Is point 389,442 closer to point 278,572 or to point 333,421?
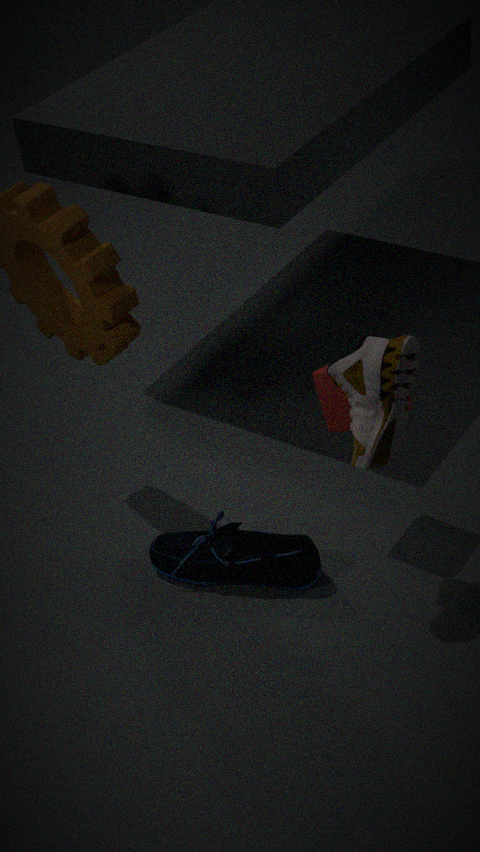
point 333,421
